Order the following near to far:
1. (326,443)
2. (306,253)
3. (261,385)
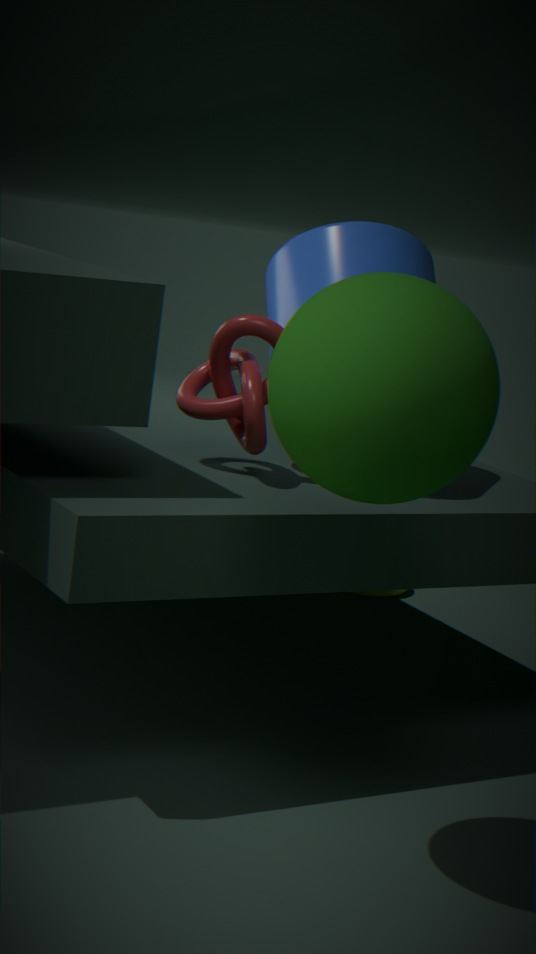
1. (326,443)
2. (261,385)
3. (306,253)
